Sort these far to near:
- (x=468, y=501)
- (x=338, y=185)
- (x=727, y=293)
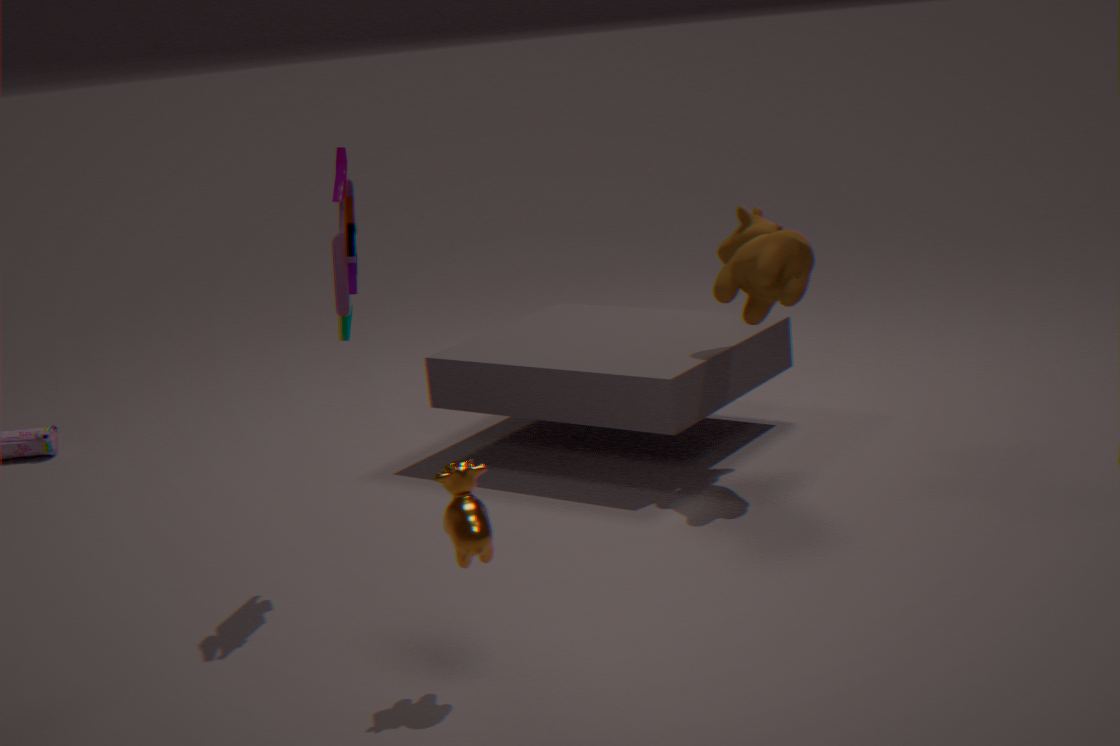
(x=727, y=293) < (x=338, y=185) < (x=468, y=501)
